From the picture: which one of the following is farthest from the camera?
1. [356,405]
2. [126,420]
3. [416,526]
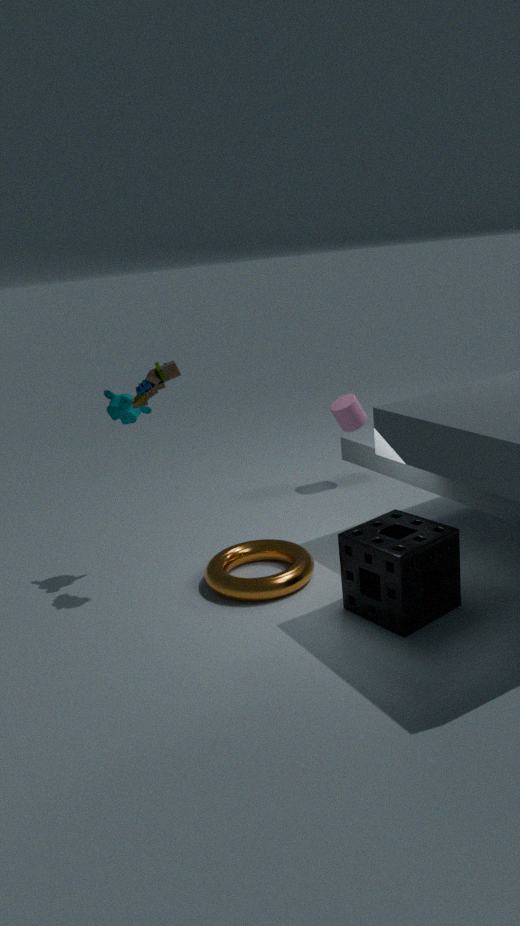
[356,405]
